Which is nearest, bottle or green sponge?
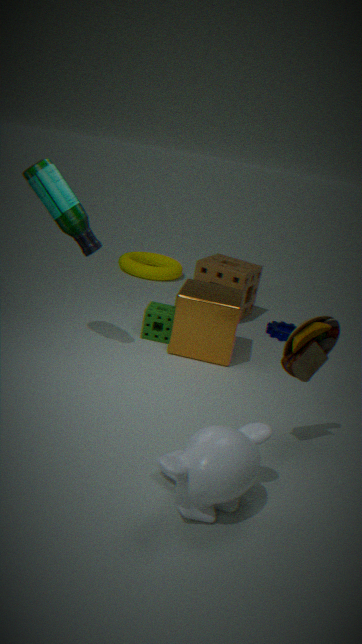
bottle
